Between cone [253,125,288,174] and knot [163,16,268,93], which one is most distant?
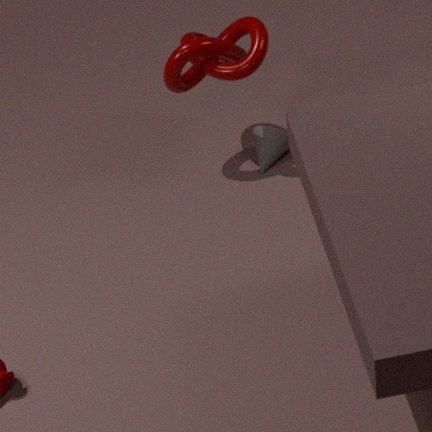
cone [253,125,288,174]
